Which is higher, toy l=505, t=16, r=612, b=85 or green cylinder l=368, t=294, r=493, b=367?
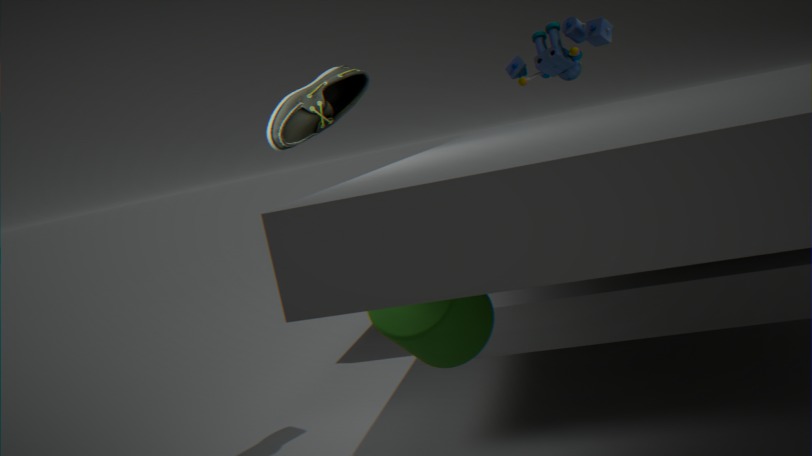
toy l=505, t=16, r=612, b=85
